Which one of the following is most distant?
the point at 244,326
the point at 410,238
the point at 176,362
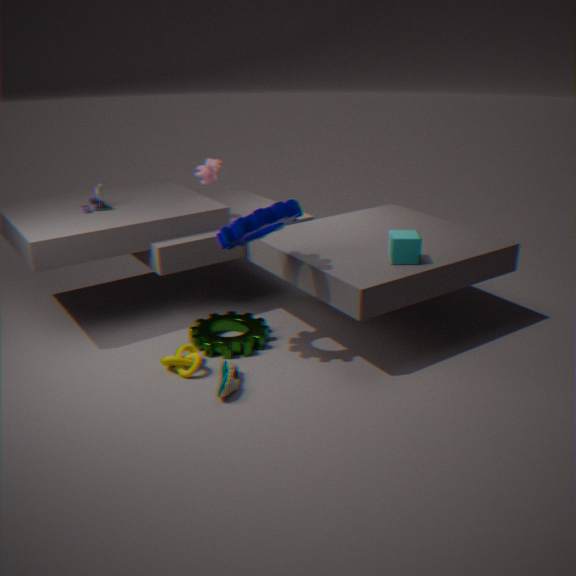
the point at 244,326
